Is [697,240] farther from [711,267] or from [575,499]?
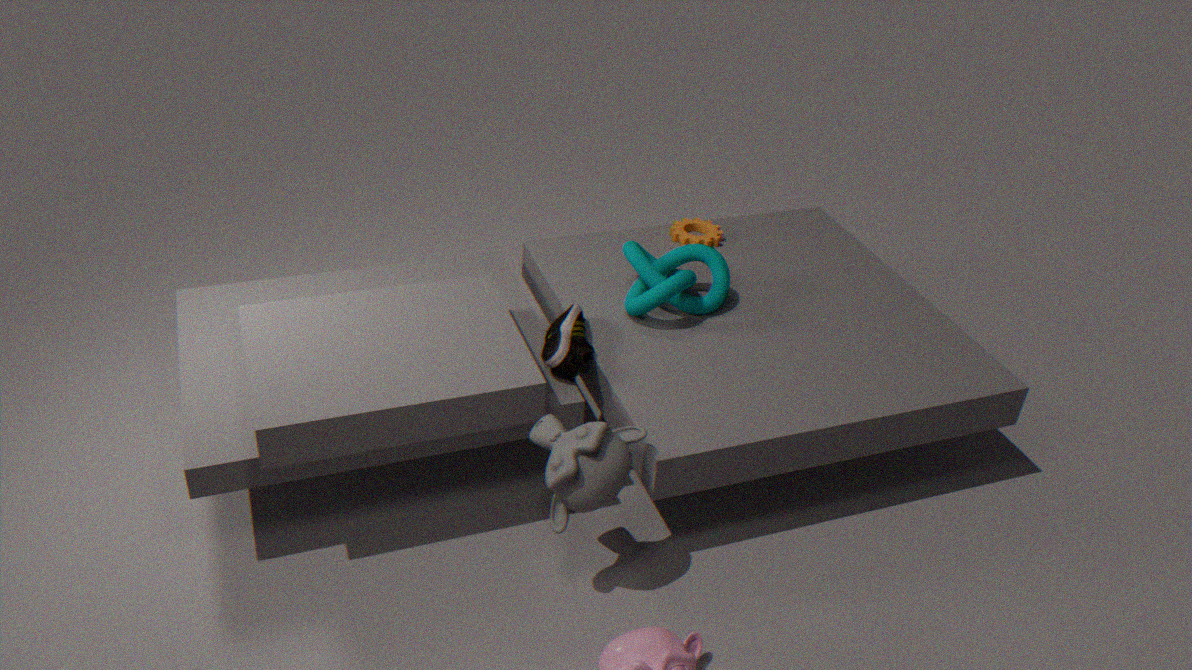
[575,499]
